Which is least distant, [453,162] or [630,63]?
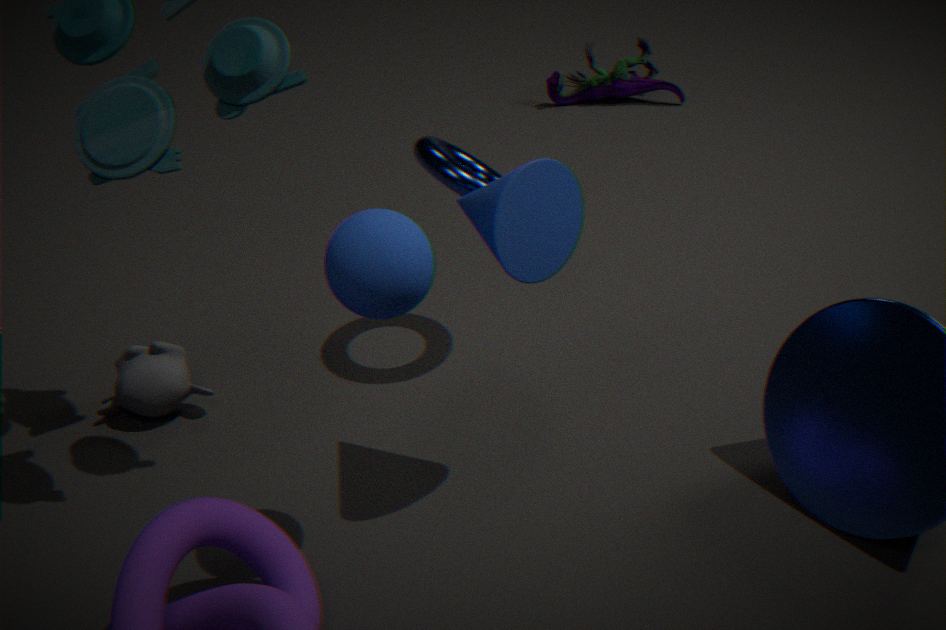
[453,162]
